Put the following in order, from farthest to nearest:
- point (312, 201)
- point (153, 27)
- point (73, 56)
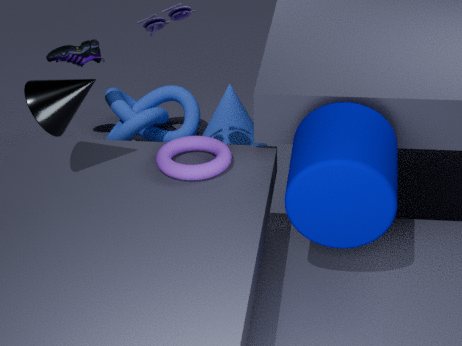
point (73, 56), point (153, 27), point (312, 201)
